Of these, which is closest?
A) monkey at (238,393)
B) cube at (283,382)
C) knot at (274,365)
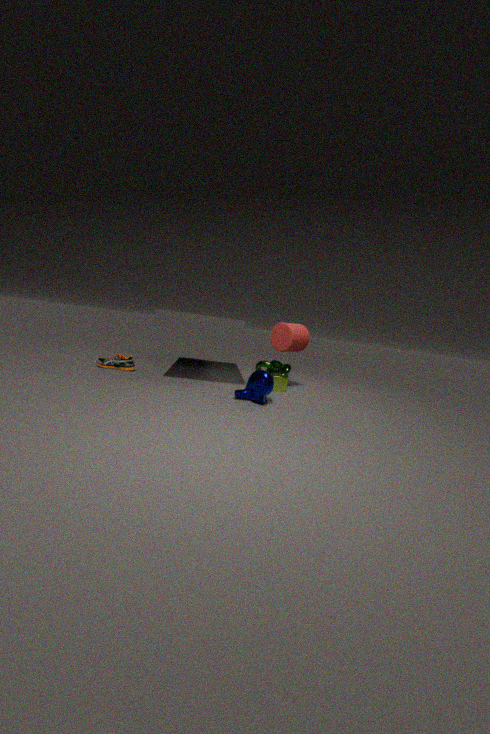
monkey at (238,393)
